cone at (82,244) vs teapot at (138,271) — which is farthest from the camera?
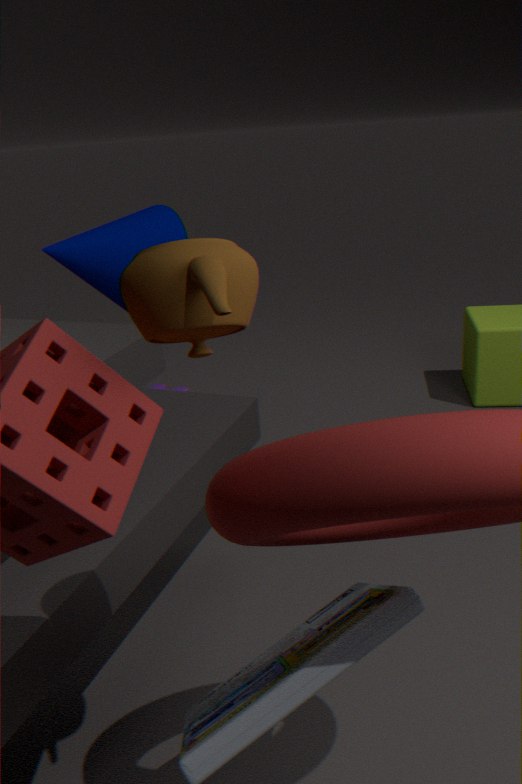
cone at (82,244)
